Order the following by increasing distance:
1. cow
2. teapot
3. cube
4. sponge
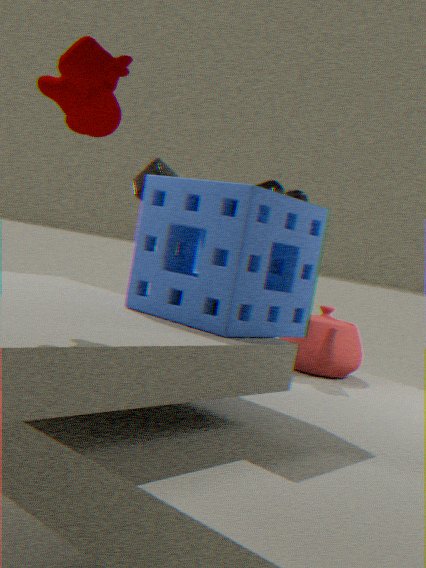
cow < sponge < teapot < cube
